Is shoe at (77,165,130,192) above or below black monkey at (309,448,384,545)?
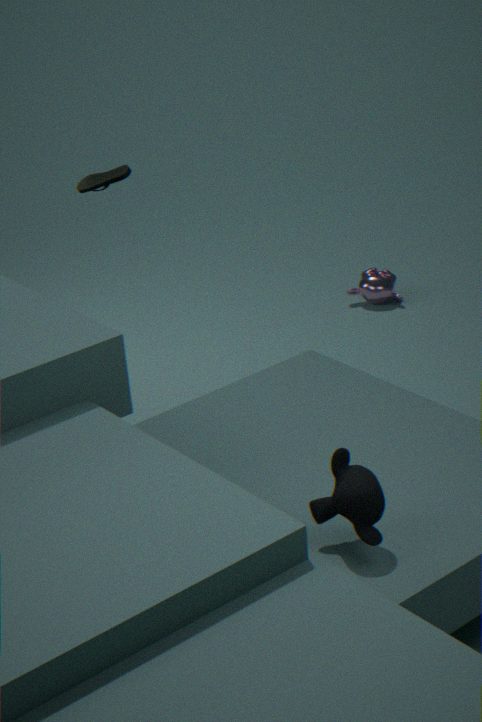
above
